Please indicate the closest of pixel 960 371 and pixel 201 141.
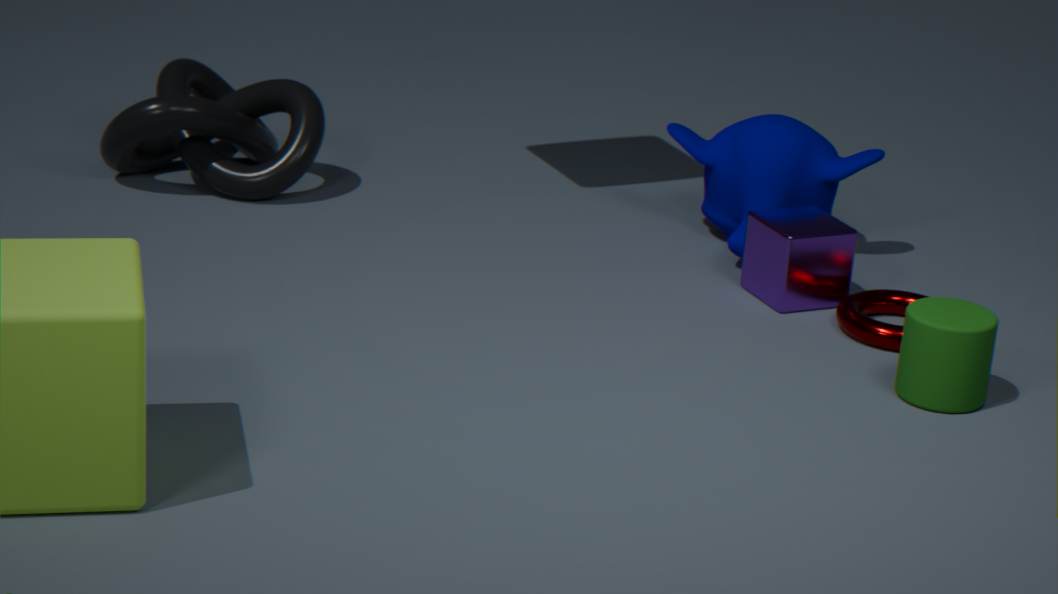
pixel 960 371
